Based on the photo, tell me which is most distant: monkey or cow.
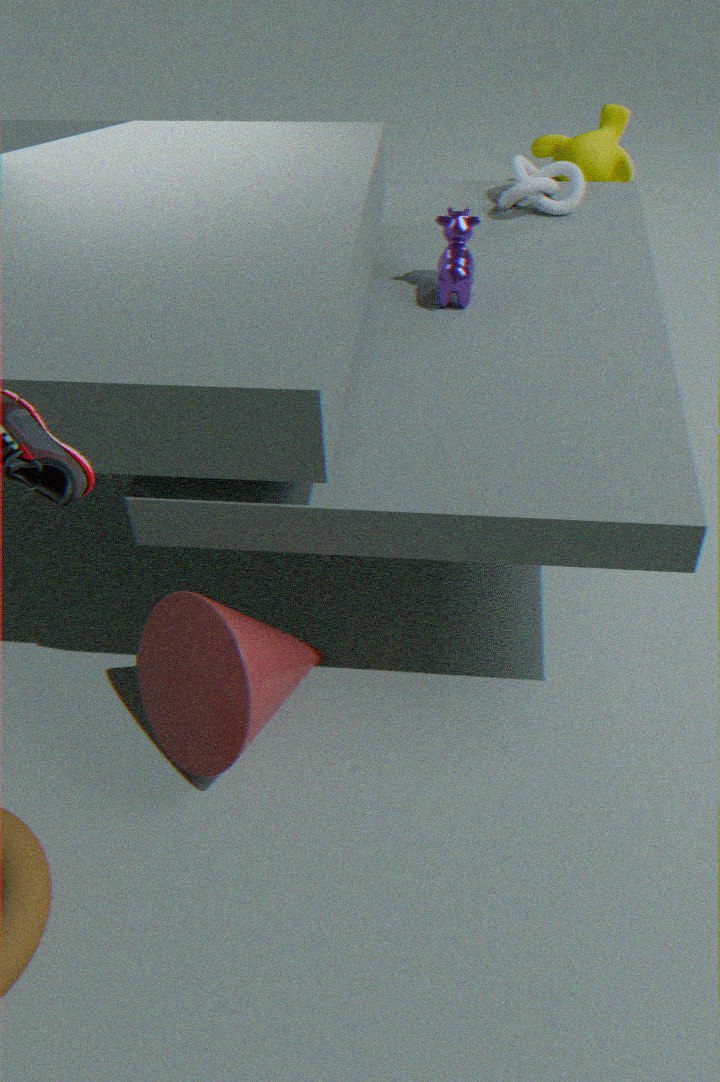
monkey
